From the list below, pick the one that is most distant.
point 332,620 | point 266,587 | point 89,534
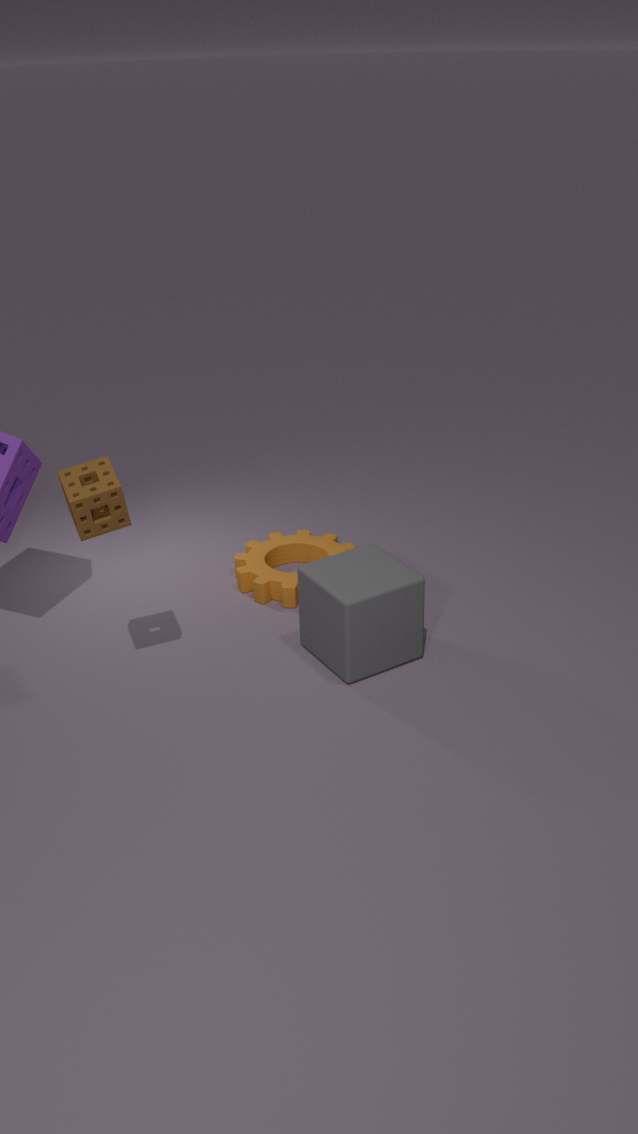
point 266,587
